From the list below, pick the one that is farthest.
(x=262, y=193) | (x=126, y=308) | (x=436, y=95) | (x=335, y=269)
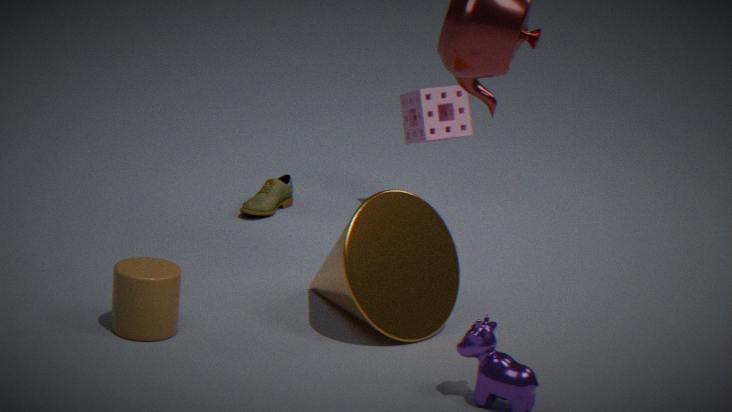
(x=262, y=193)
